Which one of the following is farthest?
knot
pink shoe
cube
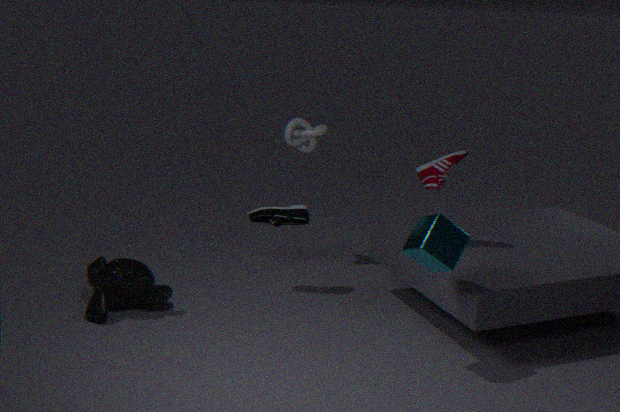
knot
